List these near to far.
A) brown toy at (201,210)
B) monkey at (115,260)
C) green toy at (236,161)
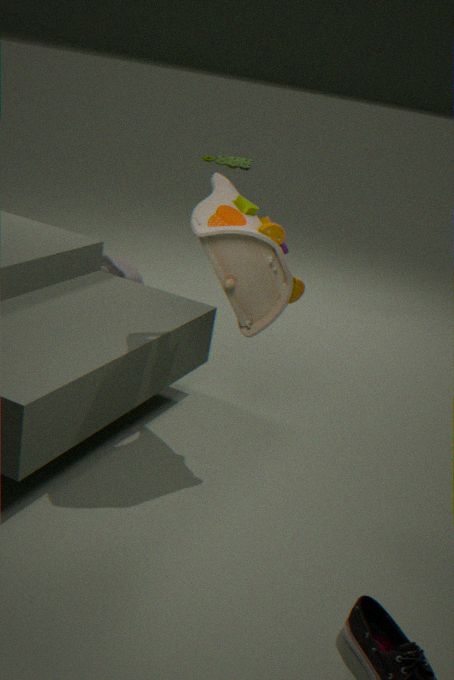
brown toy at (201,210), monkey at (115,260), green toy at (236,161)
